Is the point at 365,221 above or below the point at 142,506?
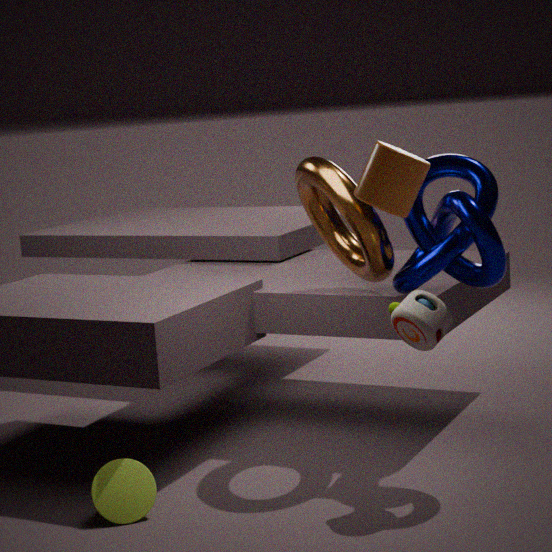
above
